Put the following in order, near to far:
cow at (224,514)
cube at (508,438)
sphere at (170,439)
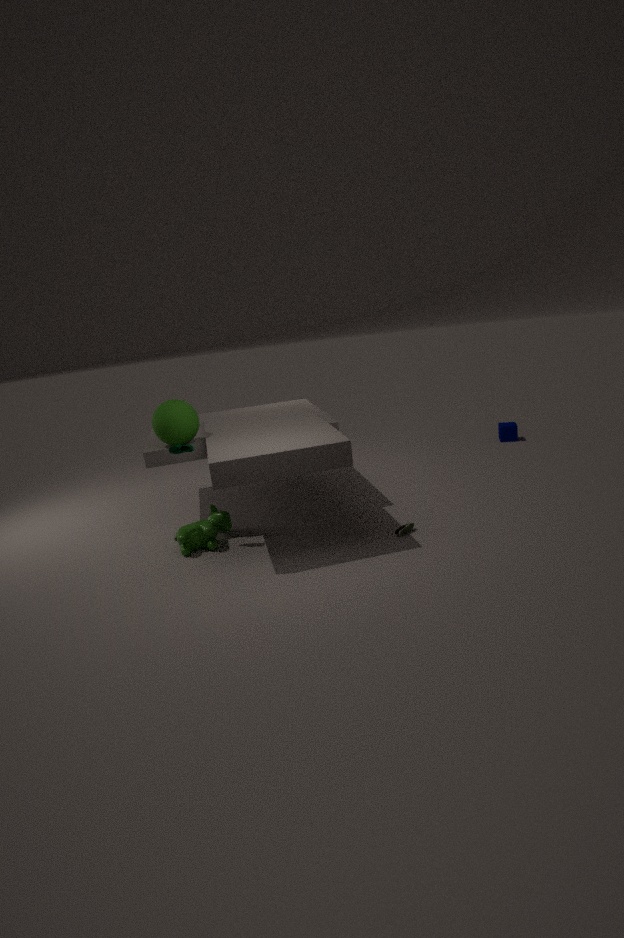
cow at (224,514) < sphere at (170,439) < cube at (508,438)
